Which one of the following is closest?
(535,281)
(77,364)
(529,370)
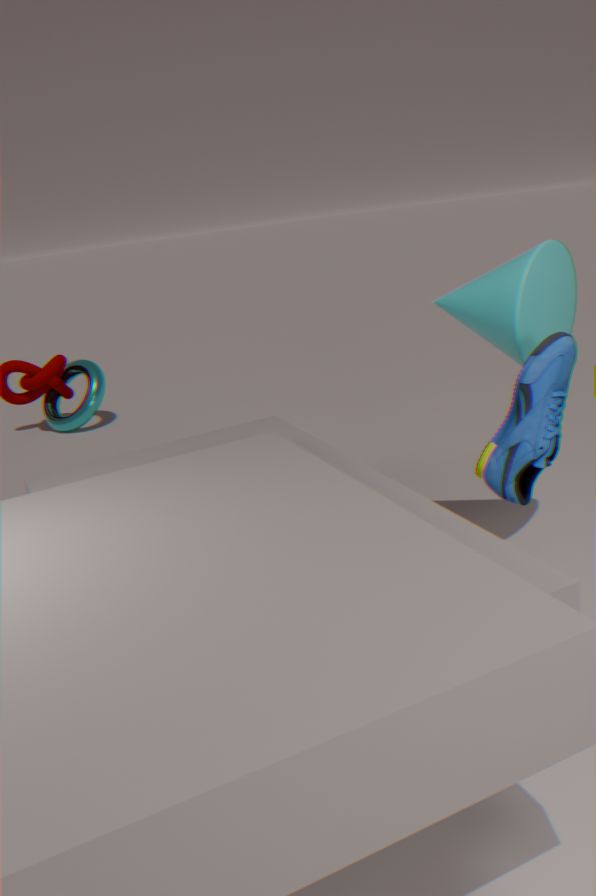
(529,370)
